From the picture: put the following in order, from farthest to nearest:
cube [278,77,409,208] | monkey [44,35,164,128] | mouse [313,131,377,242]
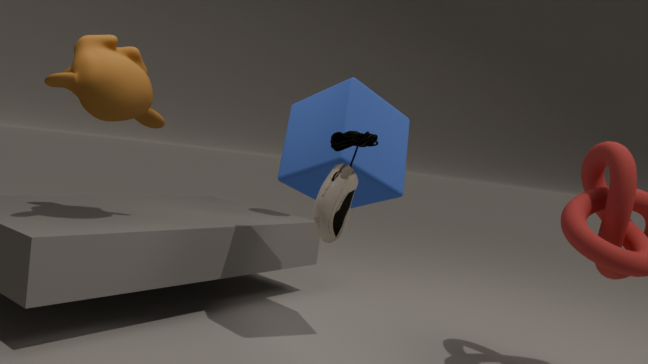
cube [278,77,409,208], monkey [44,35,164,128], mouse [313,131,377,242]
